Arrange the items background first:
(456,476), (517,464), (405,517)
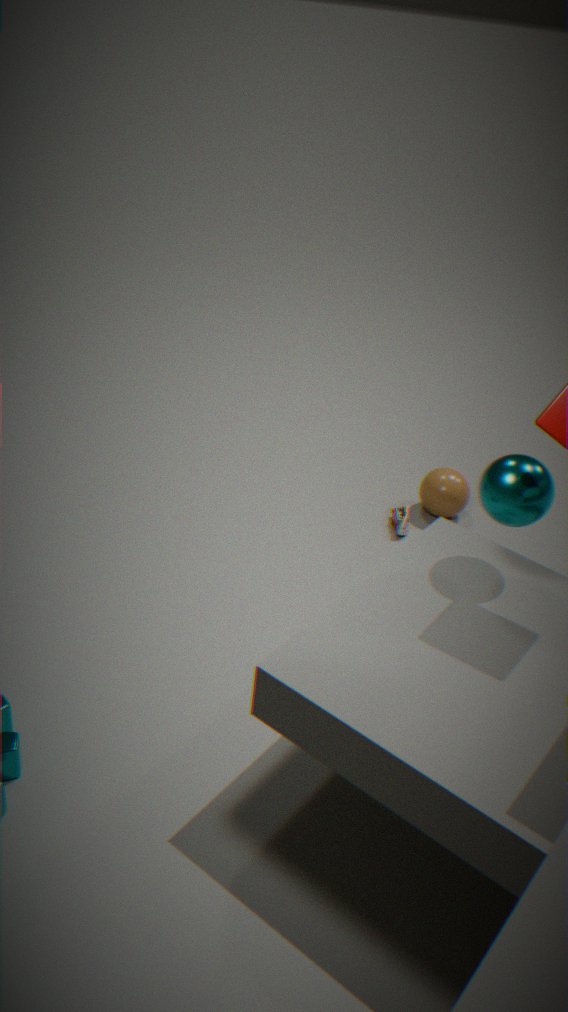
(456,476), (405,517), (517,464)
